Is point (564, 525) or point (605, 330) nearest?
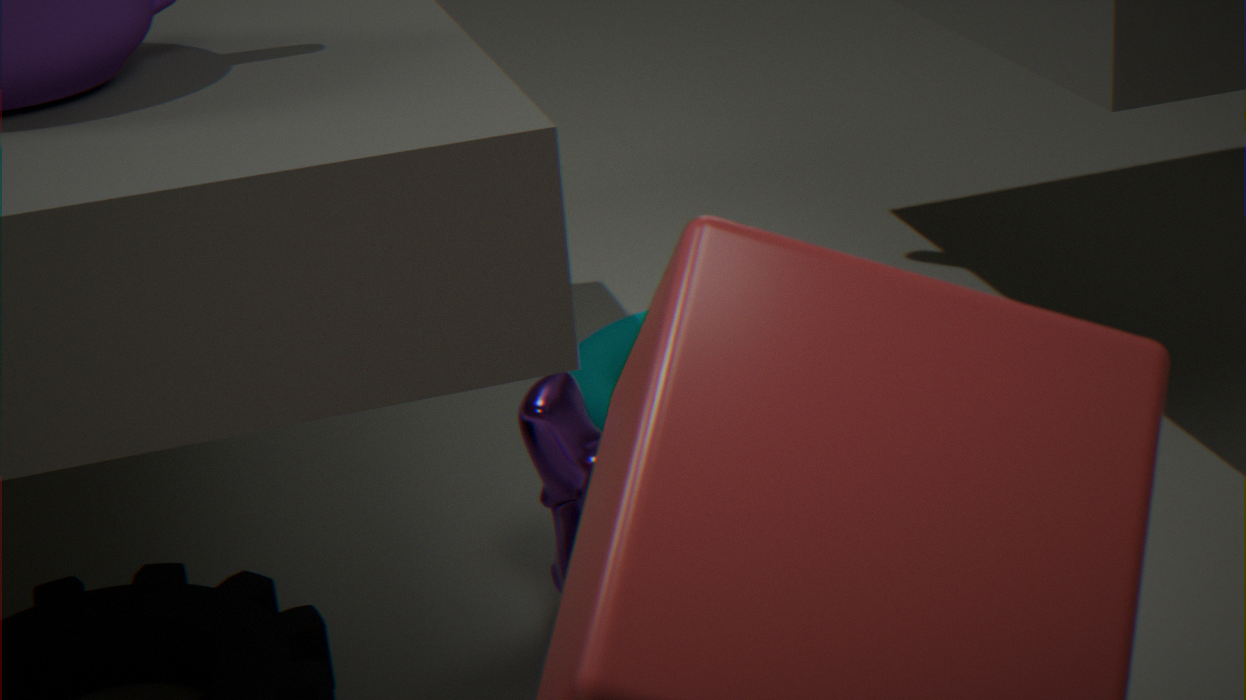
point (564, 525)
